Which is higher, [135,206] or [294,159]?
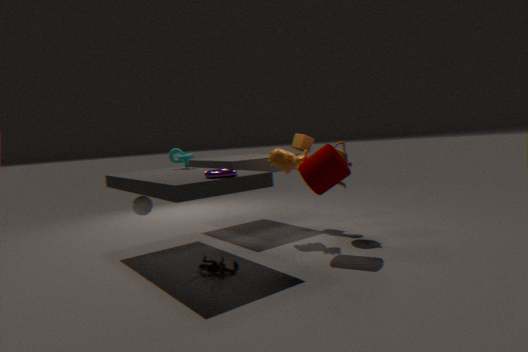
A: [294,159]
